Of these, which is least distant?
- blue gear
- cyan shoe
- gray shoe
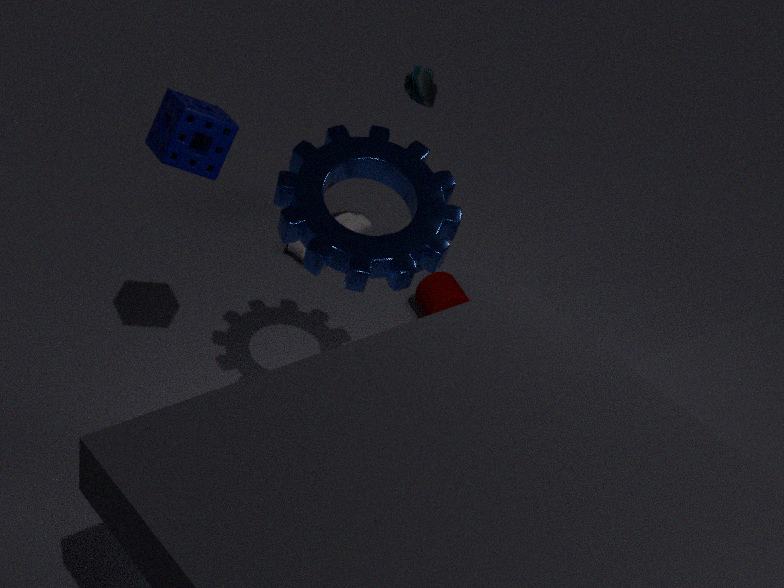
blue gear
